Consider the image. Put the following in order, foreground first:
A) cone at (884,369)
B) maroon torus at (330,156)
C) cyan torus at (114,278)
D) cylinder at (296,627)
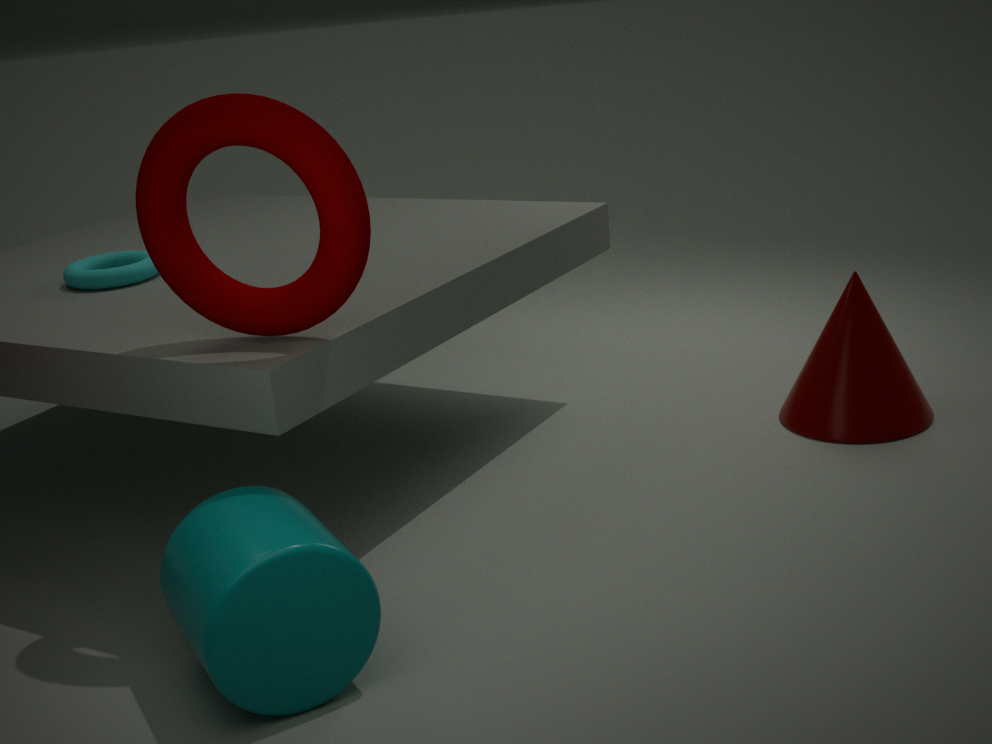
cylinder at (296,627) < maroon torus at (330,156) < cyan torus at (114,278) < cone at (884,369)
